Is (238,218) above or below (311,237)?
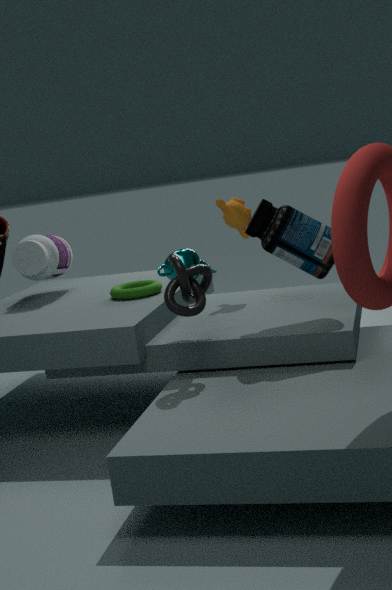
above
